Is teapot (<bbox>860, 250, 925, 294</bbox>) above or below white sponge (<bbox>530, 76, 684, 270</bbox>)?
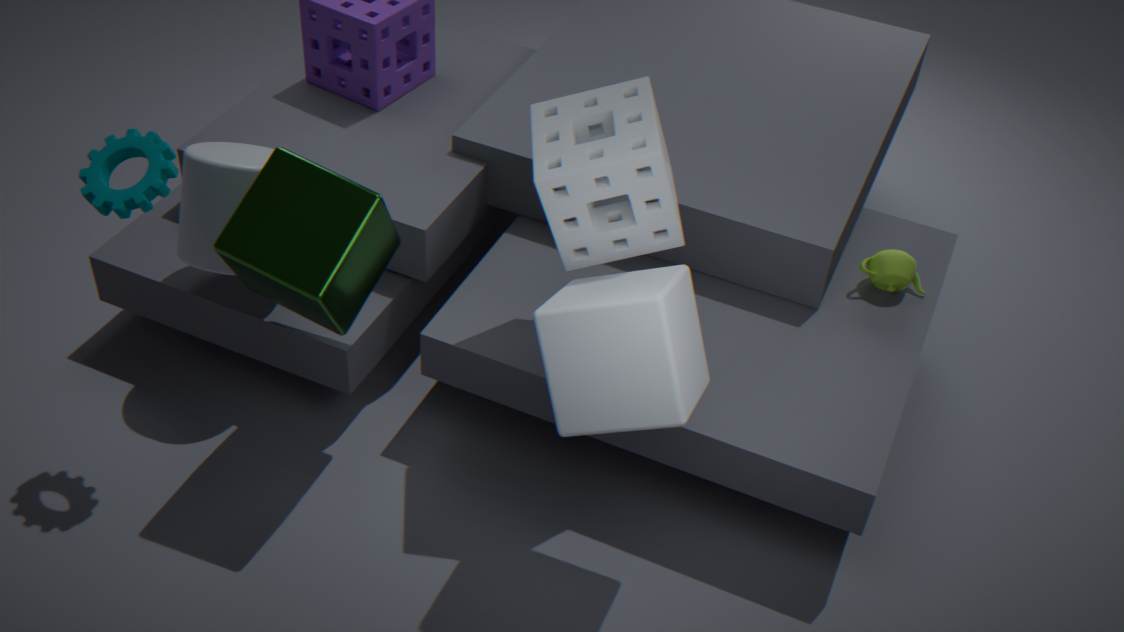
below
